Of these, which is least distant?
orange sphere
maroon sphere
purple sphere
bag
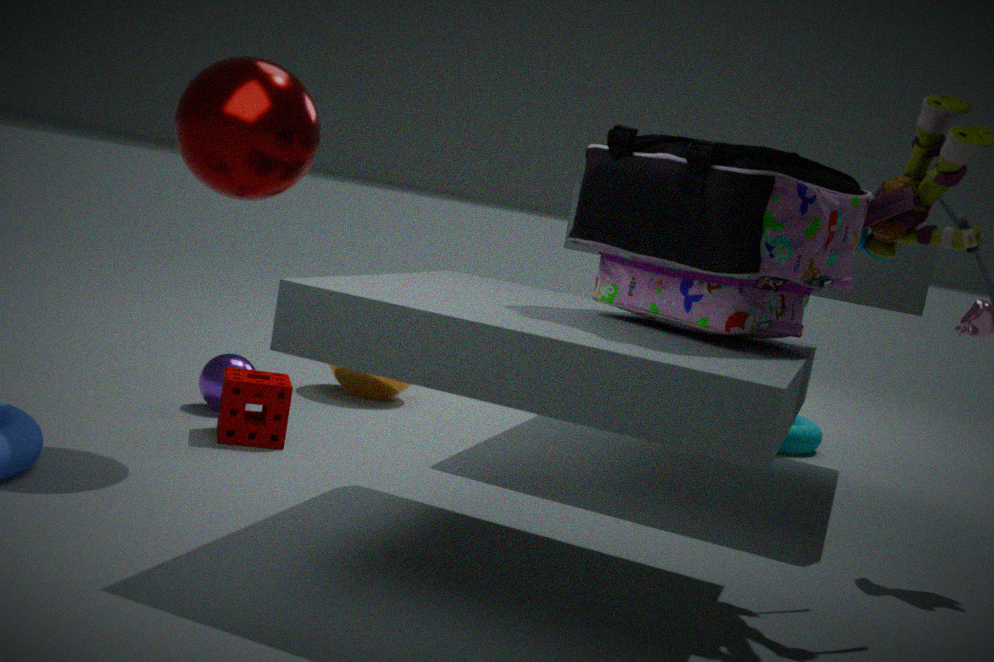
bag
